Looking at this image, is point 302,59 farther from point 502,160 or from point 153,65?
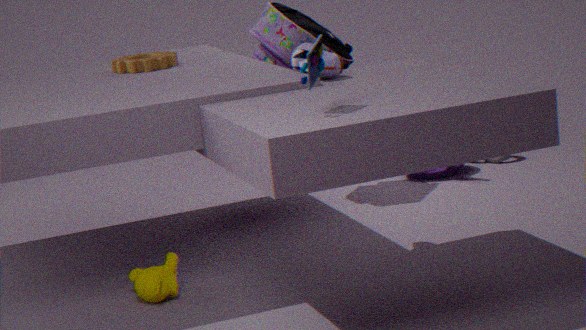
point 502,160
